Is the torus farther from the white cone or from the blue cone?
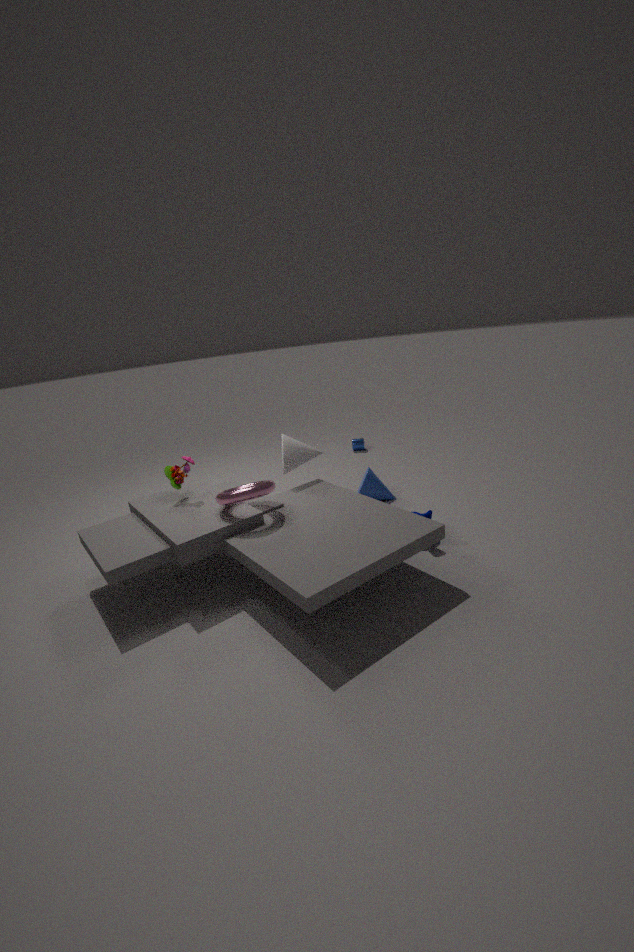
the blue cone
